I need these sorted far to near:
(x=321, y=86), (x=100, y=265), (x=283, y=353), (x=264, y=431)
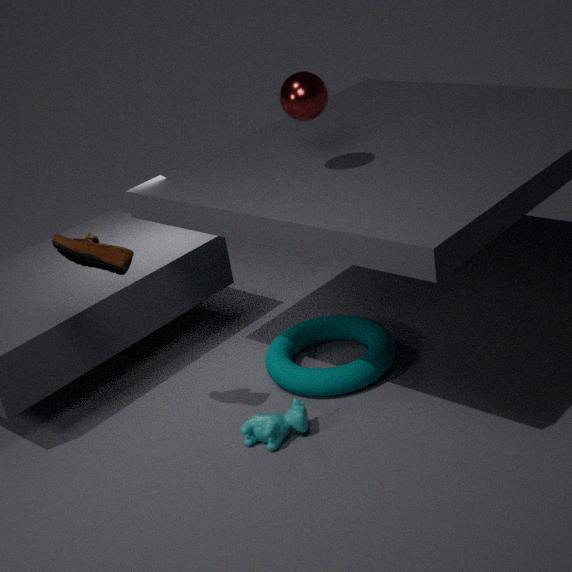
(x=283, y=353) < (x=321, y=86) < (x=264, y=431) < (x=100, y=265)
